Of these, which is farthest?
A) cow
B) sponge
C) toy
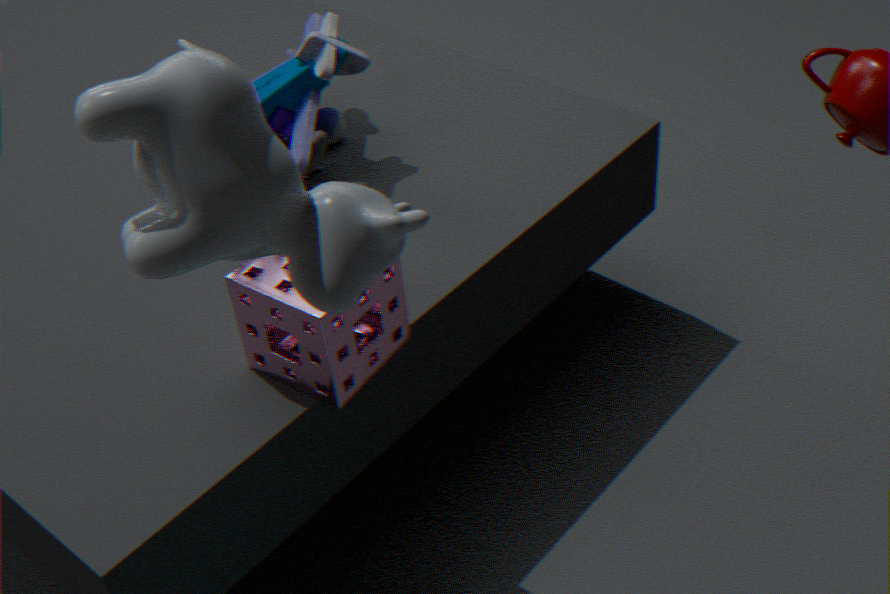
toy
